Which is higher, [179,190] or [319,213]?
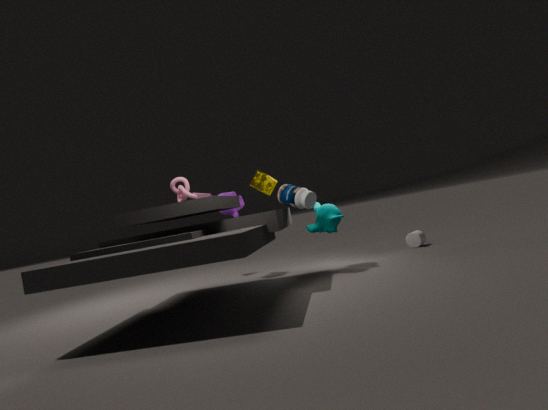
[179,190]
